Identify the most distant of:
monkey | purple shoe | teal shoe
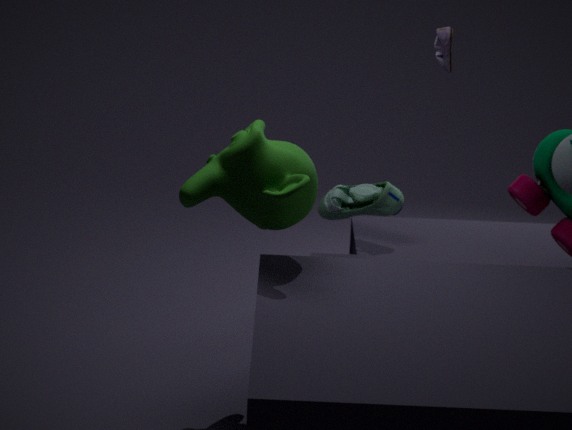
teal shoe
